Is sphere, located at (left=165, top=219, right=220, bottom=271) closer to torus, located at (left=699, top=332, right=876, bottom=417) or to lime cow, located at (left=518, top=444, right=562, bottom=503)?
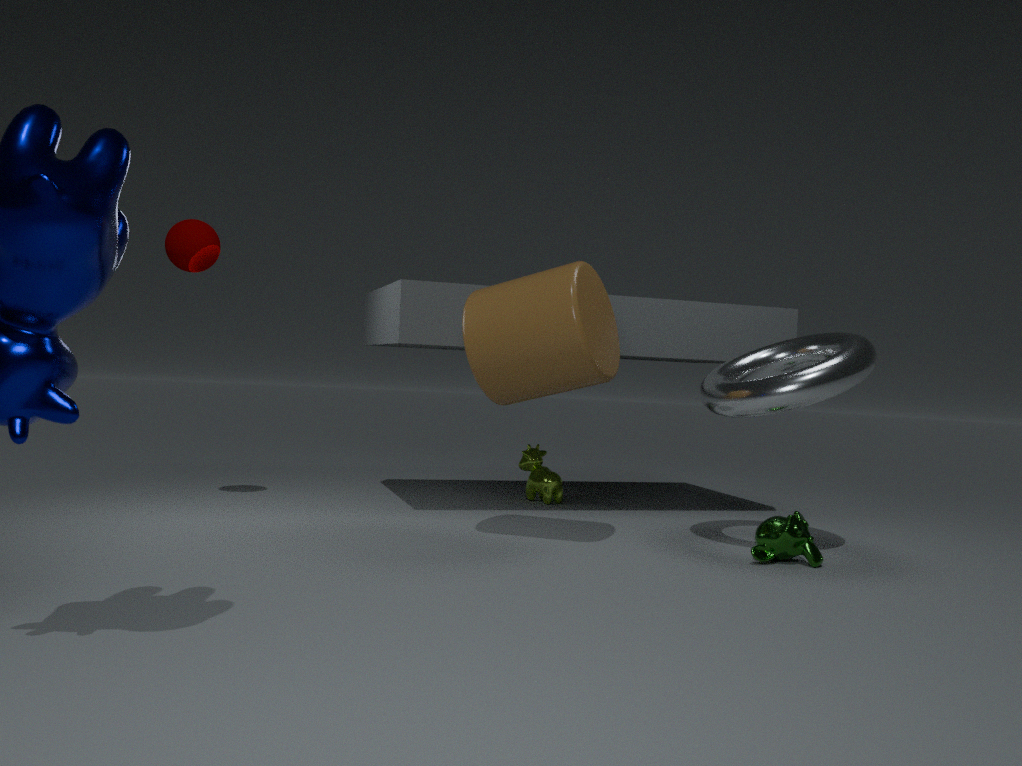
lime cow, located at (left=518, top=444, right=562, bottom=503)
